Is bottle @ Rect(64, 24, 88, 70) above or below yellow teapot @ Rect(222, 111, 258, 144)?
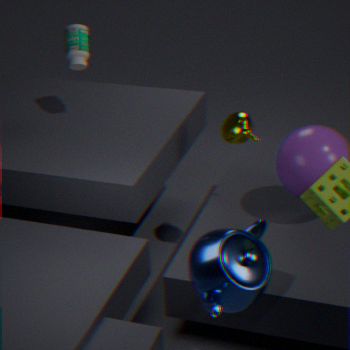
above
